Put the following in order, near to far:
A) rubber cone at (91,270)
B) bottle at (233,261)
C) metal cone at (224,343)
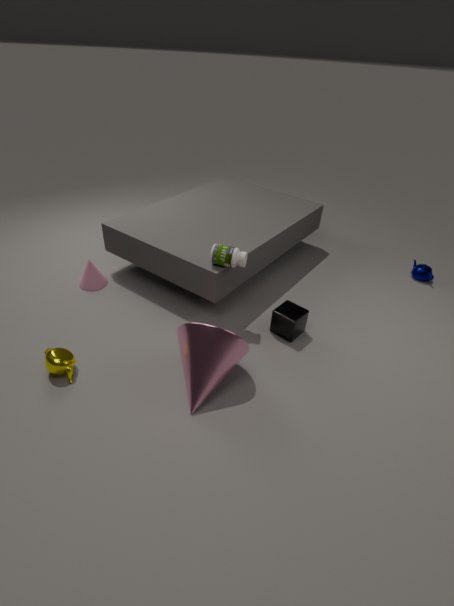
metal cone at (224,343)
bottle at (233,261)
rubber cone at (91,270)
